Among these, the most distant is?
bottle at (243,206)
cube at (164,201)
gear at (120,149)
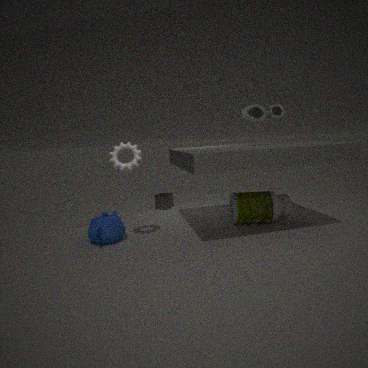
cube at (164,201)
